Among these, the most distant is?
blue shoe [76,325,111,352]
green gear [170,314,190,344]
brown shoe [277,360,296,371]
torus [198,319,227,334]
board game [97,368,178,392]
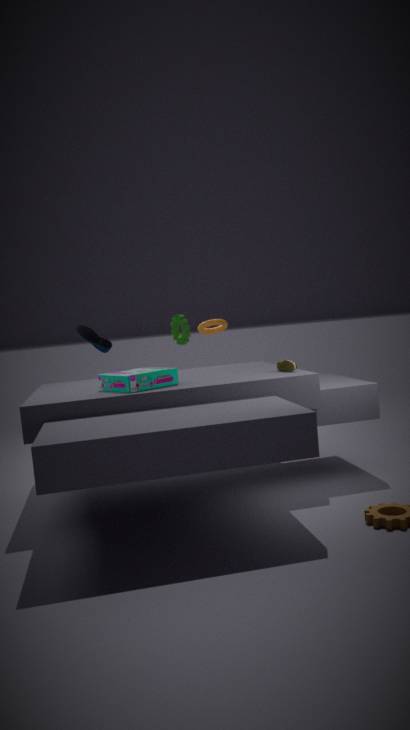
green gear [170,314,190,344]
